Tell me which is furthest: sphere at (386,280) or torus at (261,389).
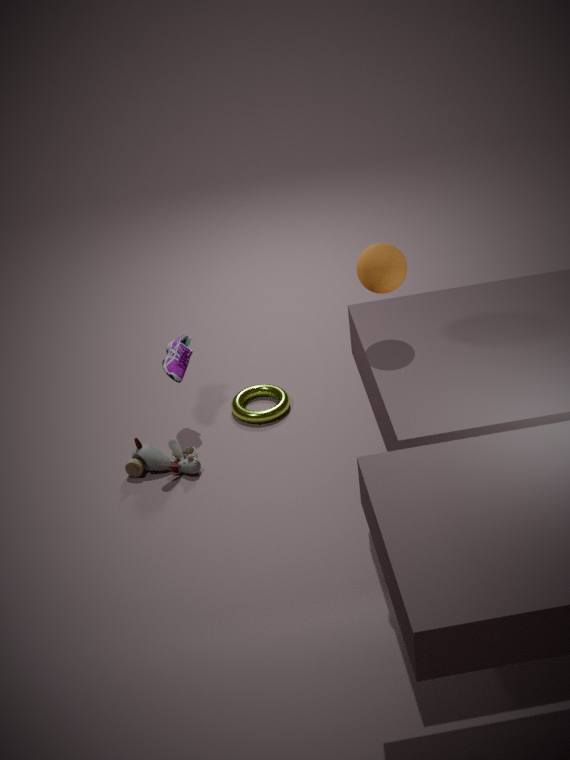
torus at (261,389)
